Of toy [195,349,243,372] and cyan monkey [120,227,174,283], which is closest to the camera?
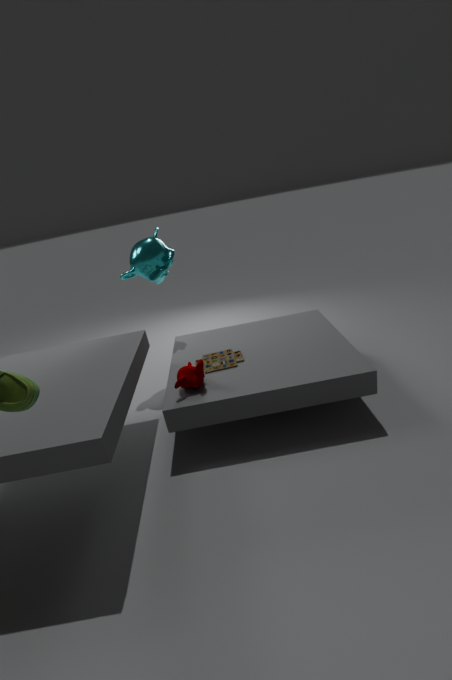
toy [195,349,243,372]
